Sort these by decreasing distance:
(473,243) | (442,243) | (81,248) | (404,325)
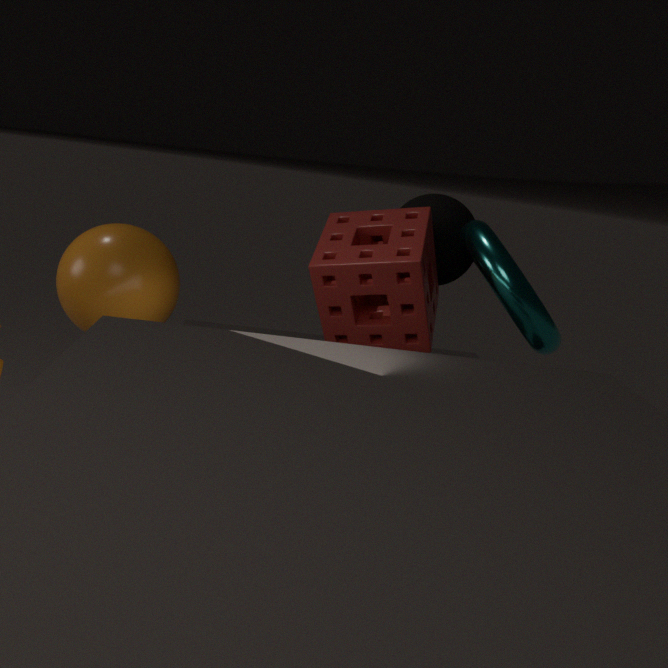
(442,243) → (404,325) → (473,243) → (81,248)
